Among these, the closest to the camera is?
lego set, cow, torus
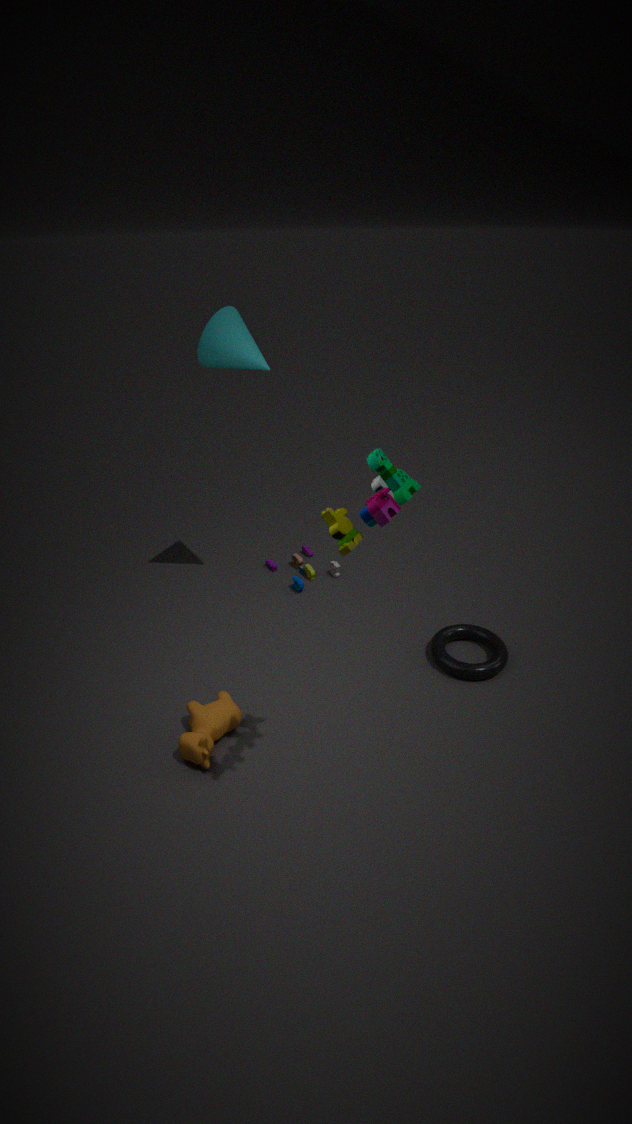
lego set
